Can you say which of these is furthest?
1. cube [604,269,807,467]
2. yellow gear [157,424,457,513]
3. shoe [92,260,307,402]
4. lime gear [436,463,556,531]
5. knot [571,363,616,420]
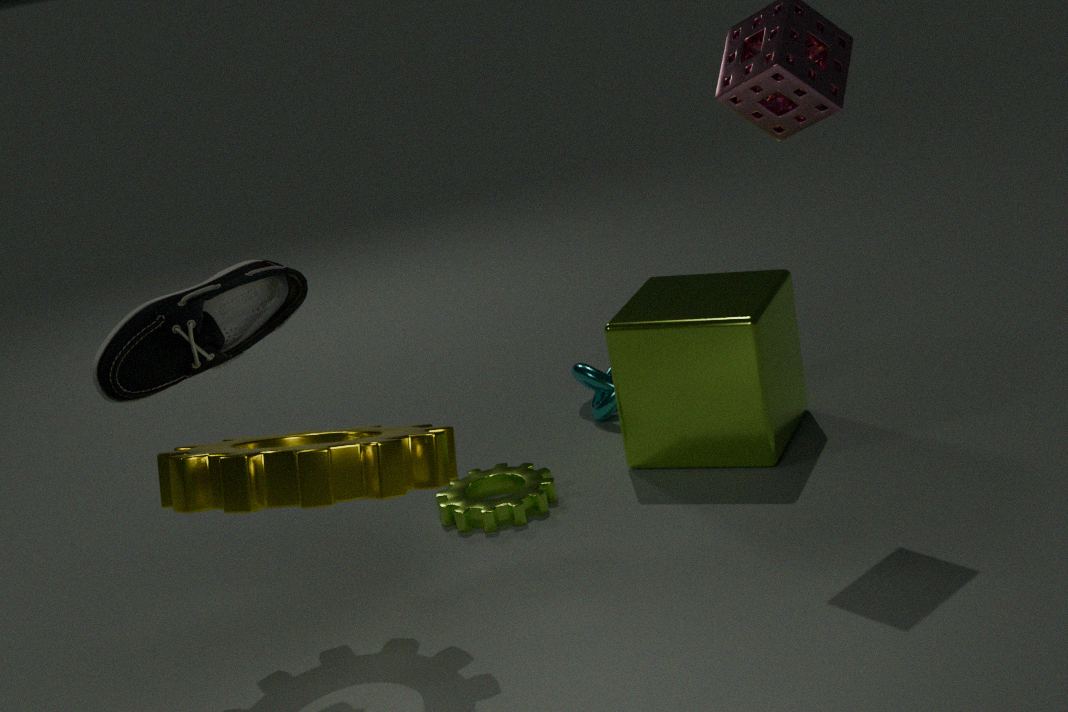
knot [571,363,616,420]
